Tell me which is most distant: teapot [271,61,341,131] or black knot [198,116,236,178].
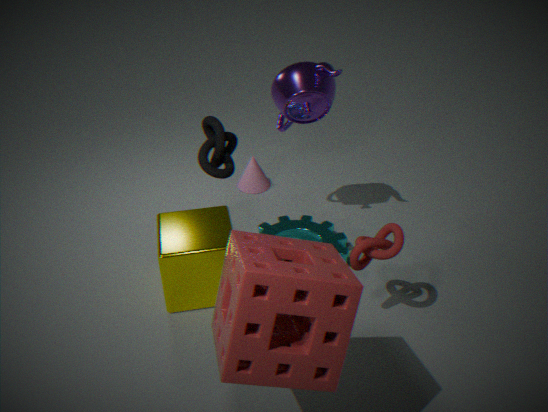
teapot [271,61,341,131]
